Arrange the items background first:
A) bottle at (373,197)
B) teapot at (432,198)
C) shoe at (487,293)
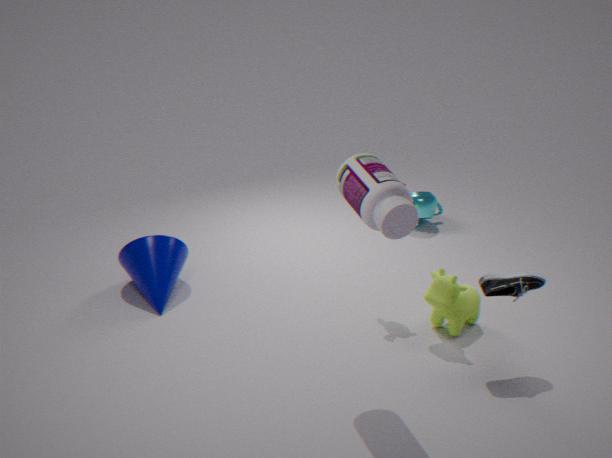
B. teapot at (432,198) < C. shoe at (487,293) < A. bottle at (373,197)
